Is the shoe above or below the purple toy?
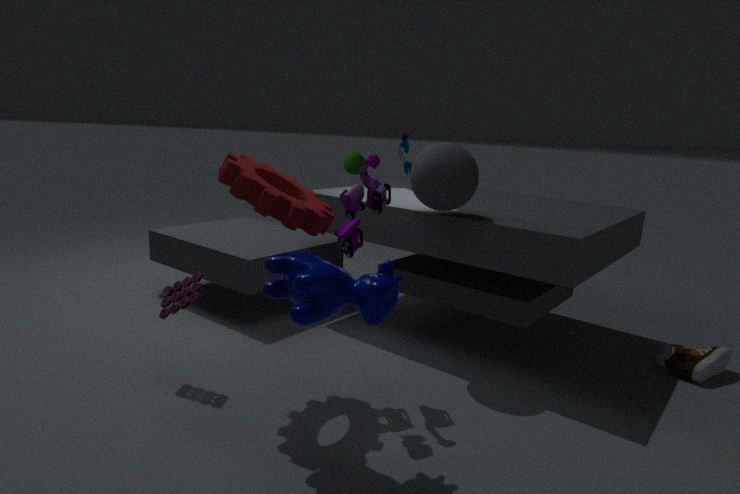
below
